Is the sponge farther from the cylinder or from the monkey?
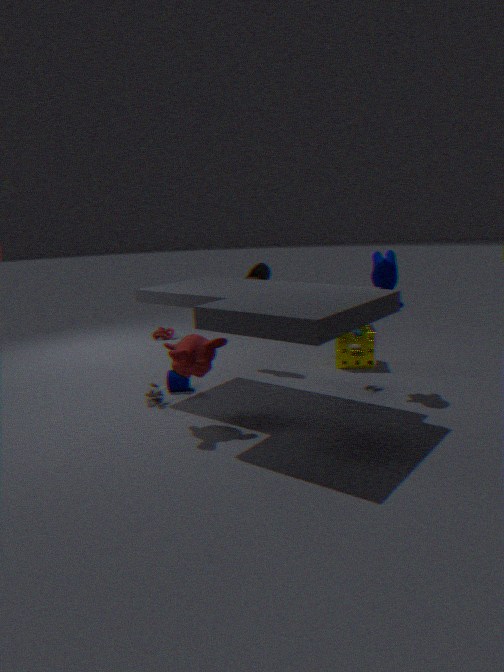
the monkey
